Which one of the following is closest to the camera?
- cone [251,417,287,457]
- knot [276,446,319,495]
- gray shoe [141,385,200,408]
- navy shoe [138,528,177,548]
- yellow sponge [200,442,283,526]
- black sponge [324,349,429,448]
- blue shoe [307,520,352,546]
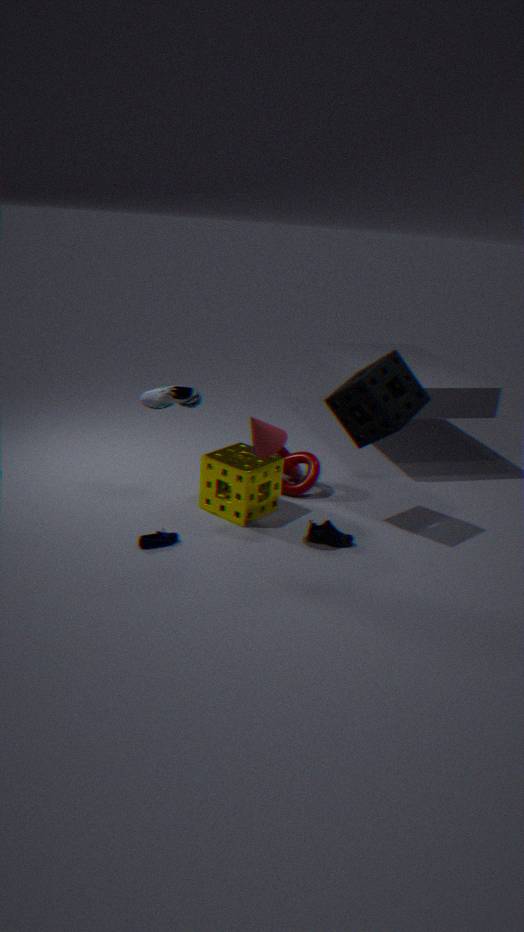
cone [251,417,287,457]
